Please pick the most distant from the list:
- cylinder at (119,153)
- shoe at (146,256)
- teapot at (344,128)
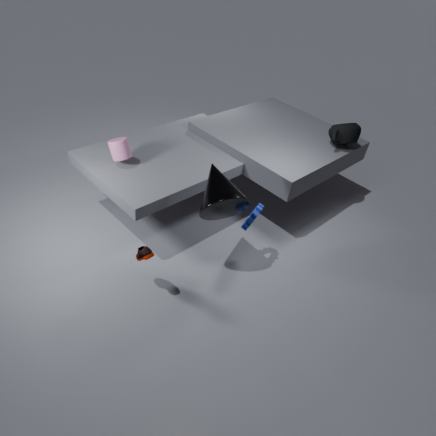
teapot at (344,128)
